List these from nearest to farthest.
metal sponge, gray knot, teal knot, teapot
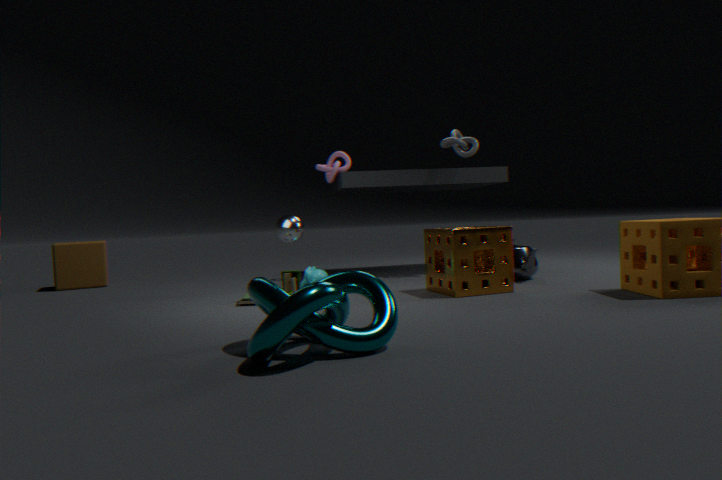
teal knot → metal sponge → teapot → gray knot
